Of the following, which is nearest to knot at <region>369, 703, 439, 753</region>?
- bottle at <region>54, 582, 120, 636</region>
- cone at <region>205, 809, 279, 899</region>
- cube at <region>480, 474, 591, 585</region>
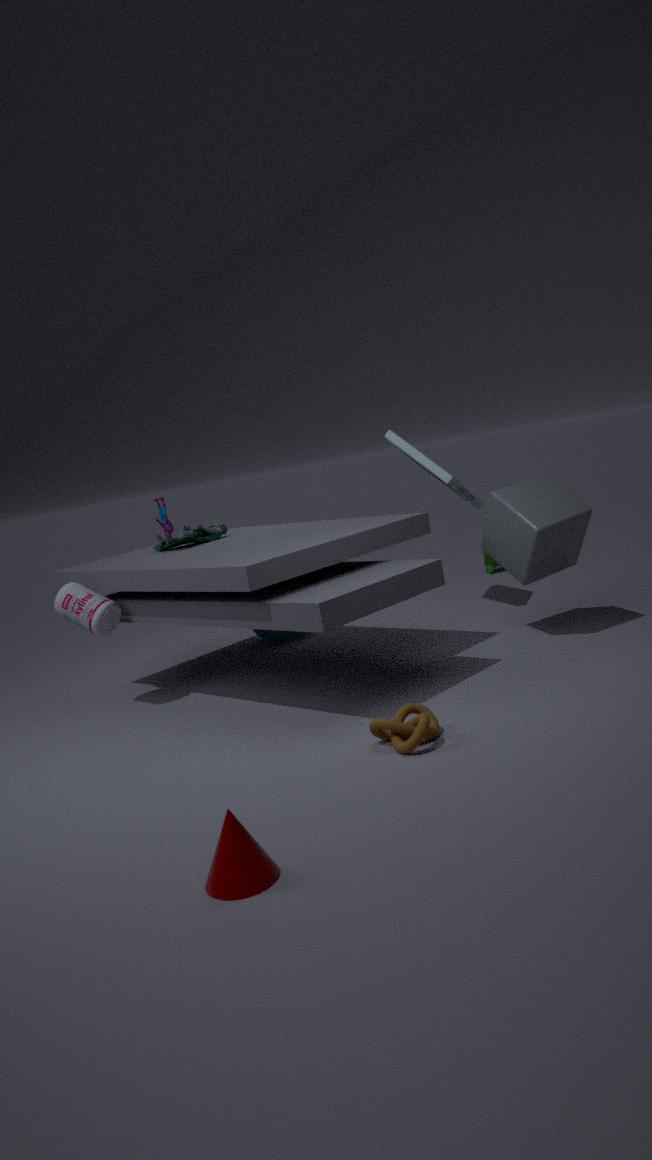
cone at <region>205, 809, 279, 899</region>
